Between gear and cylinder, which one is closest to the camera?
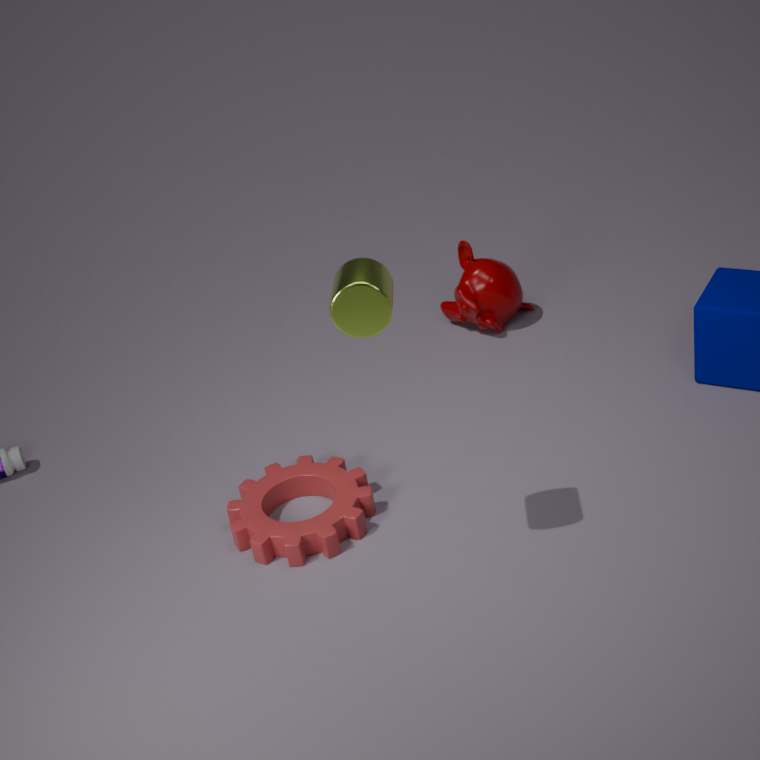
cylinder
